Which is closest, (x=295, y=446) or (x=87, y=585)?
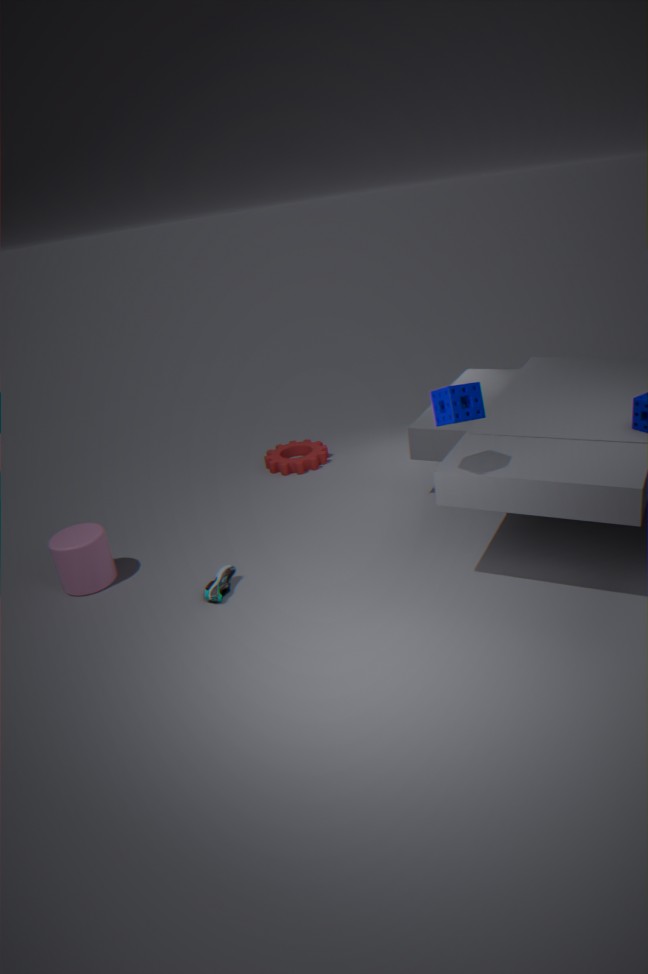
(x=87, y=585)
